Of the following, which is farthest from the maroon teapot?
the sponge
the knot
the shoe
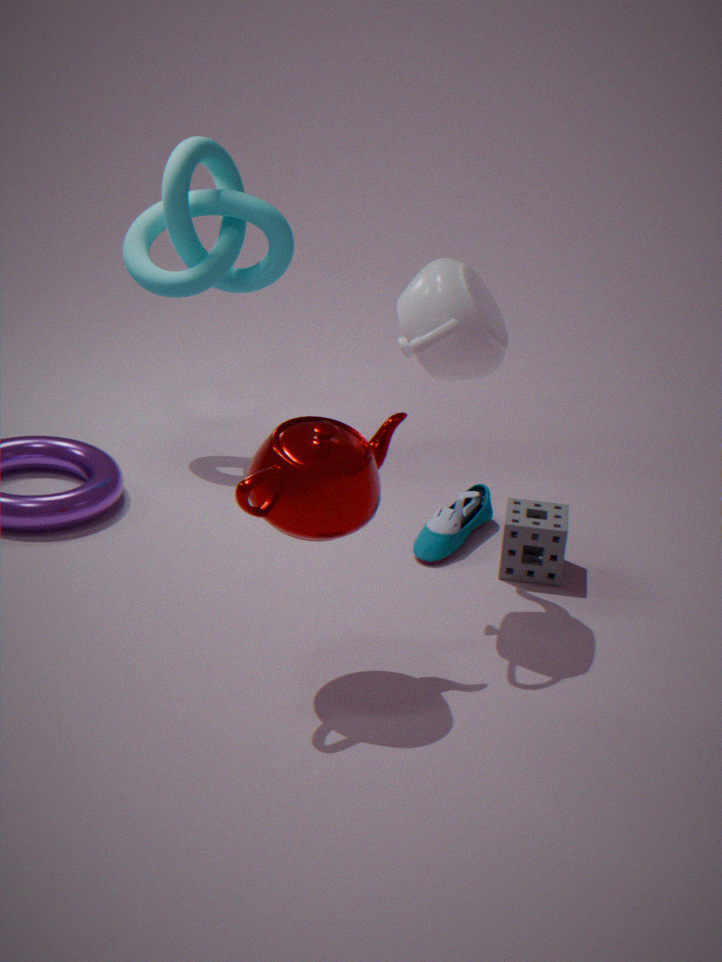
the knot
